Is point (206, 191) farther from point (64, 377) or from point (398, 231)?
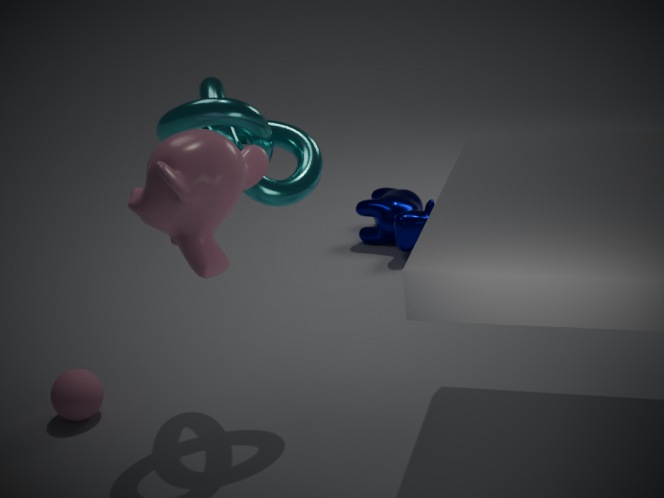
point (398, 231)
